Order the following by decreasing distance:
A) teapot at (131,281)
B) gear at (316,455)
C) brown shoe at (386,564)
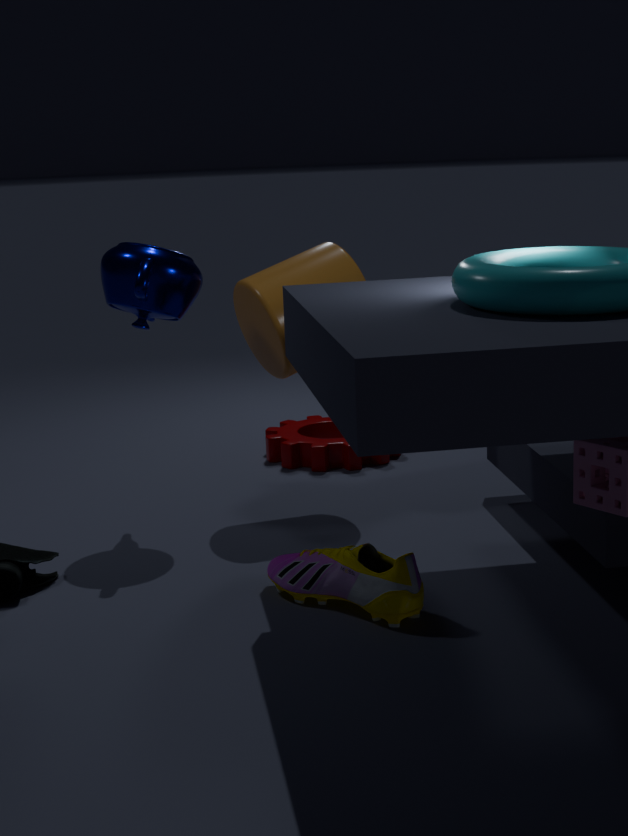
gear at (316,455)
teapot at (131,281)
brown shoe at (386,564)
